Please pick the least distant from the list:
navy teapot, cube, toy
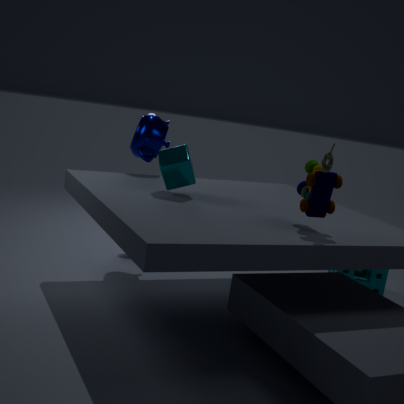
toy
